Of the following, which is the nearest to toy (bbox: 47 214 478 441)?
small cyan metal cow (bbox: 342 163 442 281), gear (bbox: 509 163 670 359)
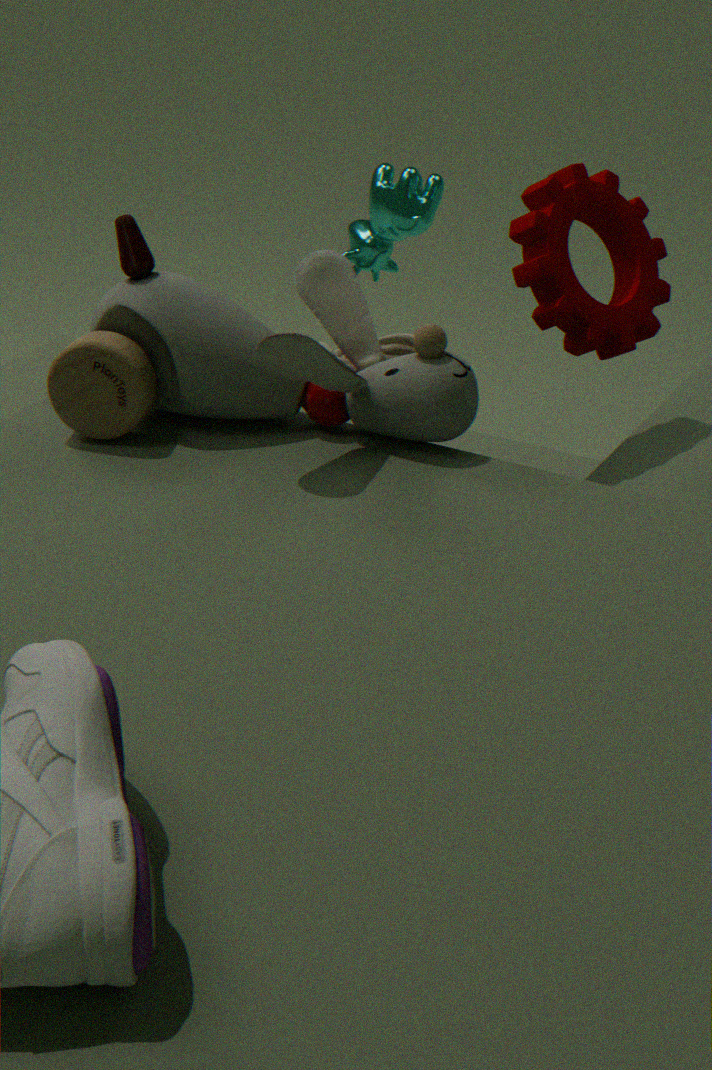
gear (bbox: 509 163 670 359)
